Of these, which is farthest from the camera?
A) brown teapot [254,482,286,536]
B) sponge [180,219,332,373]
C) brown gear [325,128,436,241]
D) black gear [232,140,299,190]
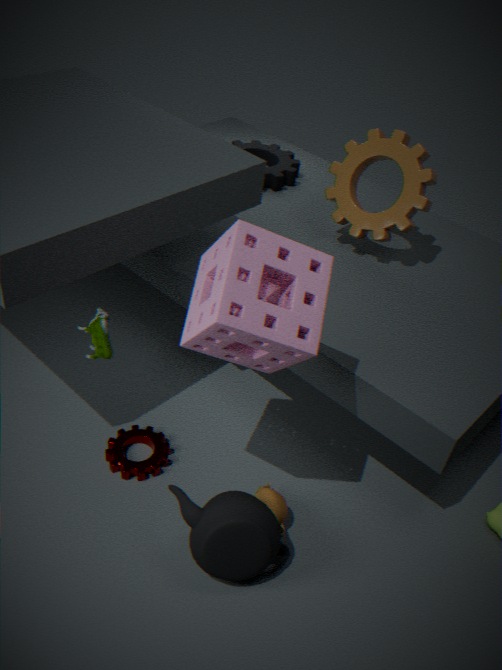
black gear [232,140,299,190]
